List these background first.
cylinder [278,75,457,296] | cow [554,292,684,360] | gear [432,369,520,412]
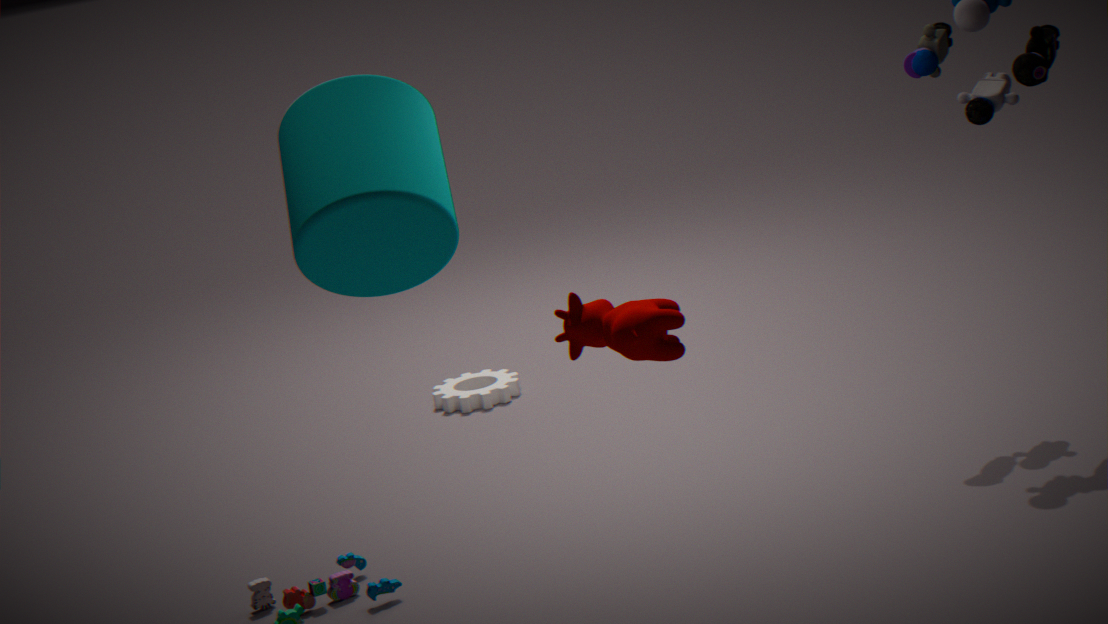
gear [432,369,520,412] < cylinder [278,75,457,296] < cow [554,292,684,360]
